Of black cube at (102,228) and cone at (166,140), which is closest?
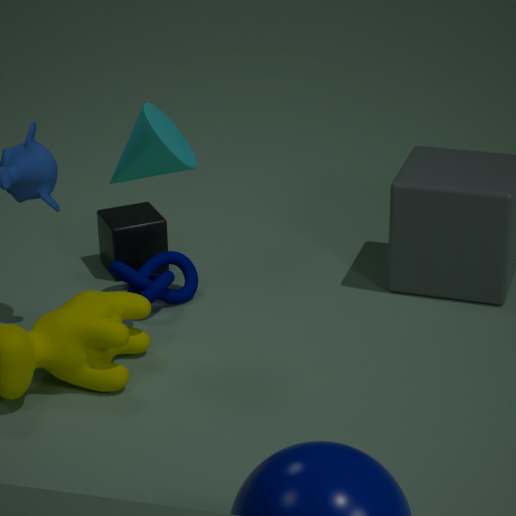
Result: cone at (166,140)
